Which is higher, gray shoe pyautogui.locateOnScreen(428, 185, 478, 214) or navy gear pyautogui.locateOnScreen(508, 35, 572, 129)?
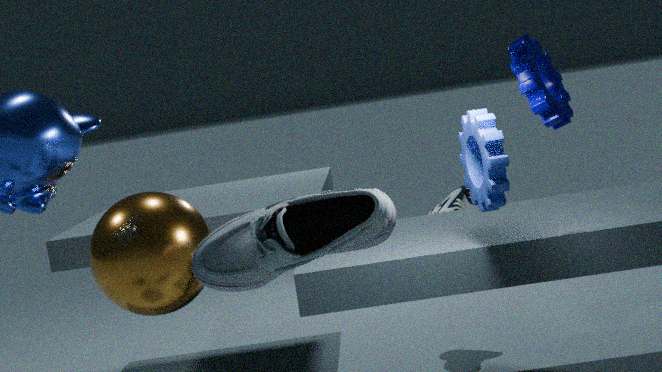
navy gear pyautogui.locateOnScreen(508, 35, 572, 129)
